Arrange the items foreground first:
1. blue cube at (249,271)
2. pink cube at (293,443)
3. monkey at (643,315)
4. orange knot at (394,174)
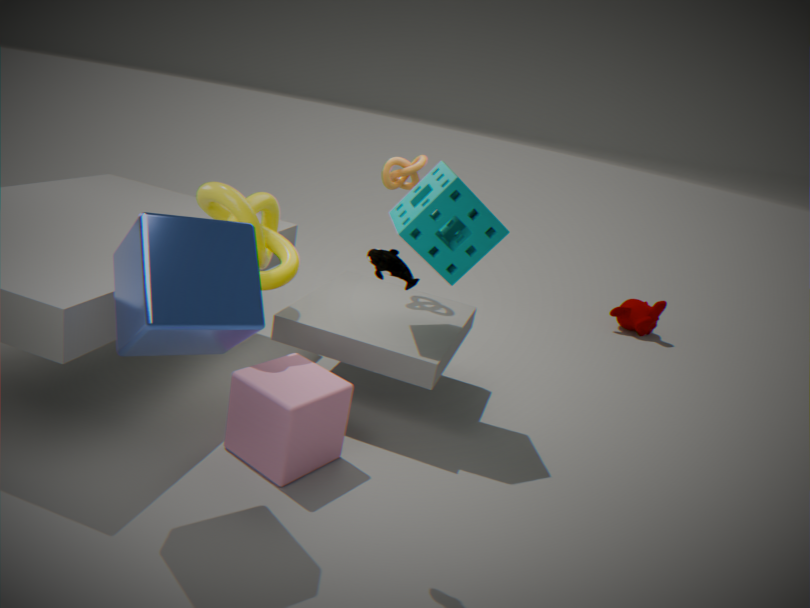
blue cube at (249,271)
pink cube at (293,443)
orange knot at (394,174)
monkey at (643,315)
